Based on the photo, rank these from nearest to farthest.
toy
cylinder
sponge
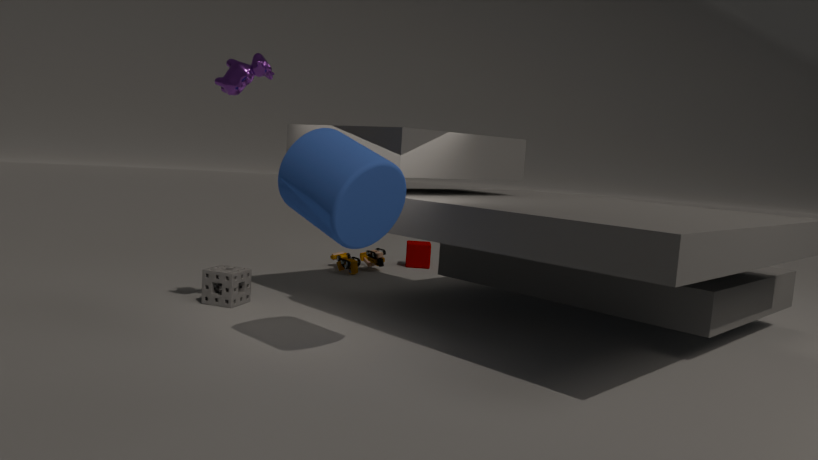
1. cylinder
2. sponge
3. toy
